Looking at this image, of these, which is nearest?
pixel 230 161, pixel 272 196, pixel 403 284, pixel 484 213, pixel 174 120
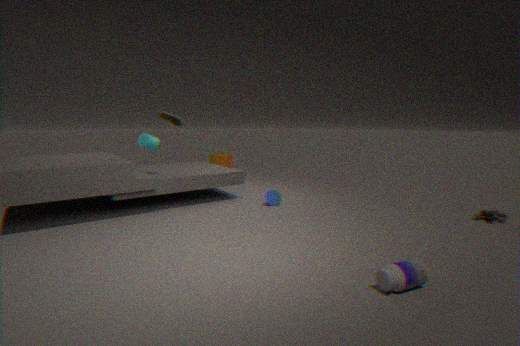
pixel 403 284
